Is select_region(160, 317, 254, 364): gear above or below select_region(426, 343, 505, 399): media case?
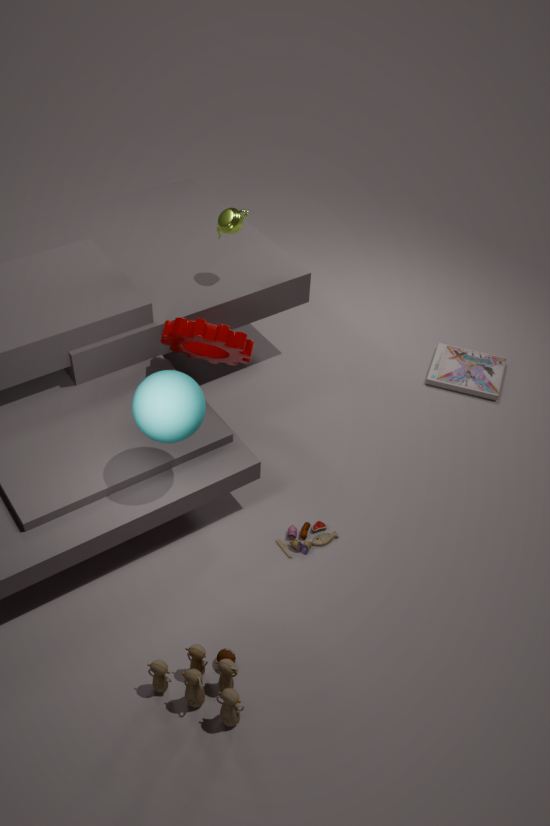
above
